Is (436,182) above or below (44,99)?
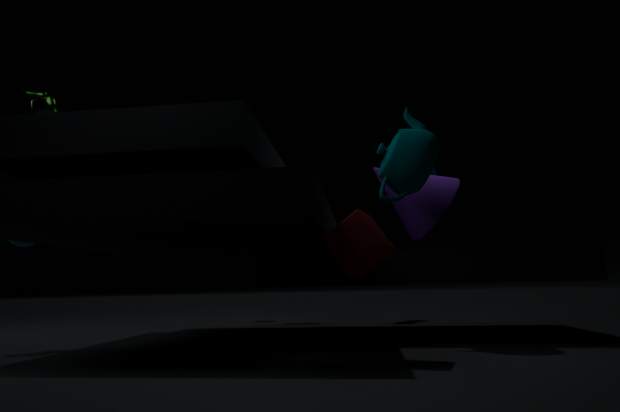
below
